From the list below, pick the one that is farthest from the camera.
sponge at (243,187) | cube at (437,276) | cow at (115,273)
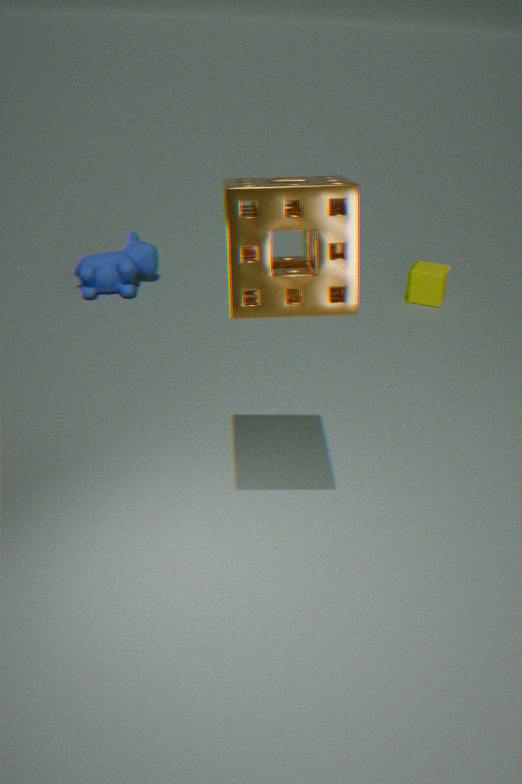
cube at (437,276)
